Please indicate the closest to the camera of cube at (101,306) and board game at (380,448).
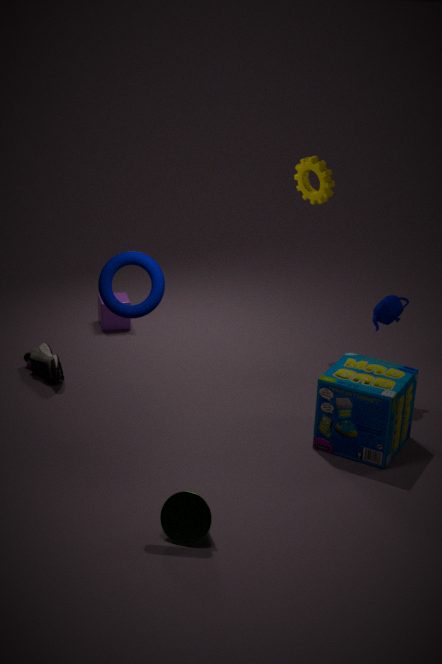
board game at (380,448)
